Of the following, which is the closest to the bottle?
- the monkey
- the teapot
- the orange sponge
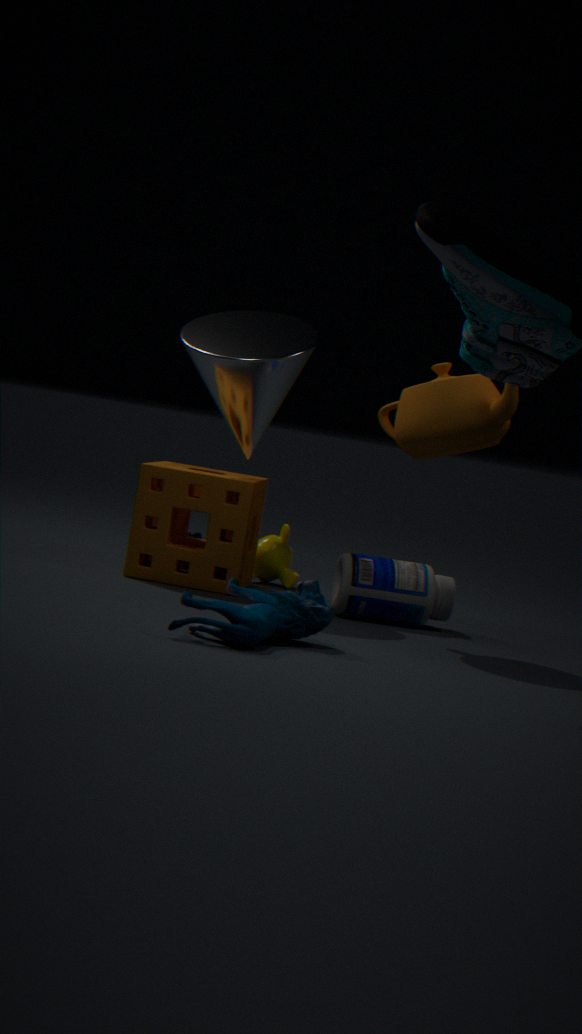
the orange sponge
